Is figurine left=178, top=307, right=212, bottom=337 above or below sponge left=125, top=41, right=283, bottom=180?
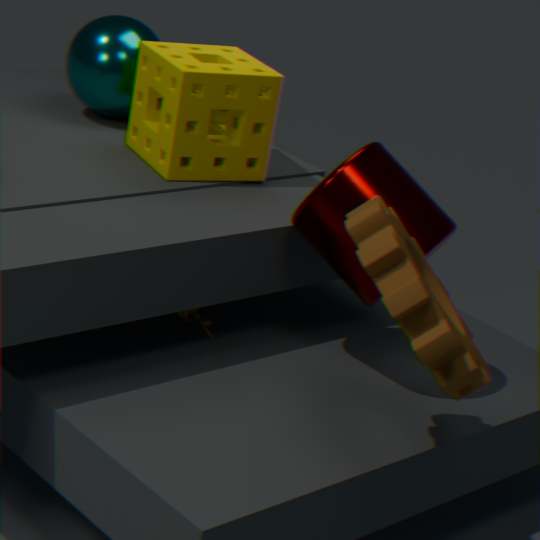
below
